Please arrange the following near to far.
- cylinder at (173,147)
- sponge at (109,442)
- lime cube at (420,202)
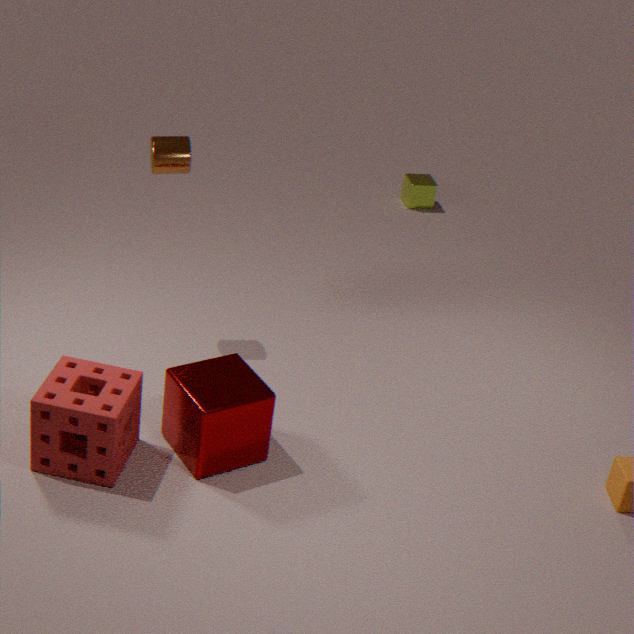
sponge at (109,442), cylinder at (173,147), lime cube at (420,202)
